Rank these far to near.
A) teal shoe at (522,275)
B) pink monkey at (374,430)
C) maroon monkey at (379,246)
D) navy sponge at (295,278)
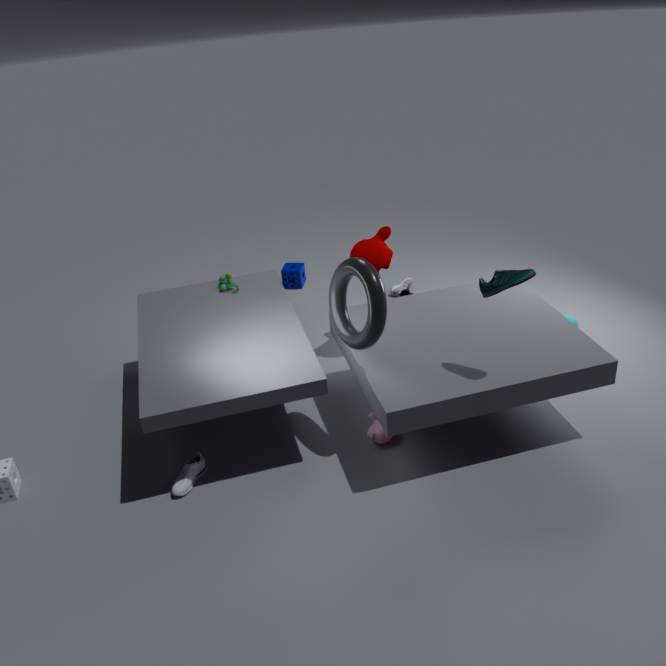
navy sponge at (295,278) < maroon monkey at (379,246) < pink monkey at (374,430) < teal shoe at (522,275)
